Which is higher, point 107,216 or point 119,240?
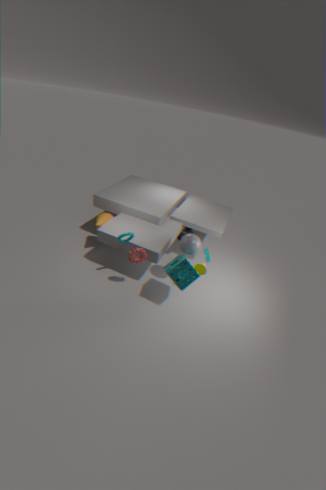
point 119,240
